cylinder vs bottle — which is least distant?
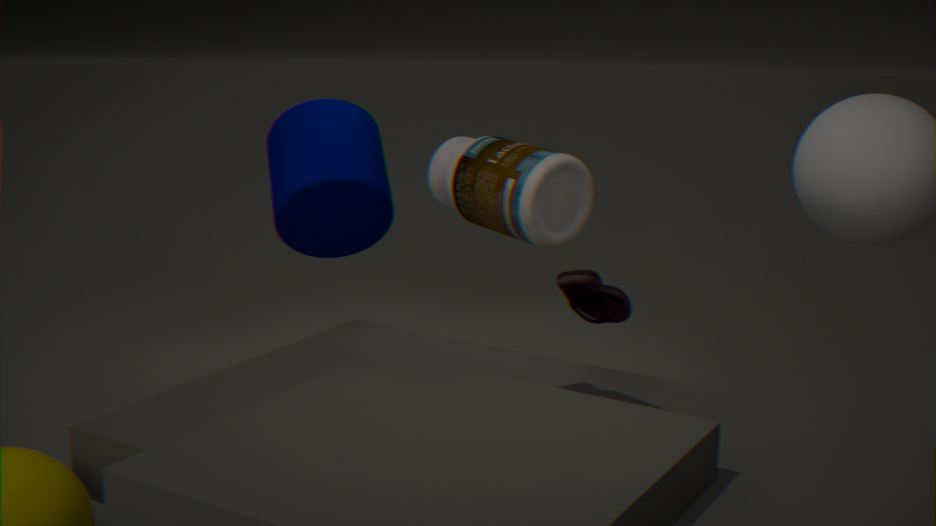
bottle
